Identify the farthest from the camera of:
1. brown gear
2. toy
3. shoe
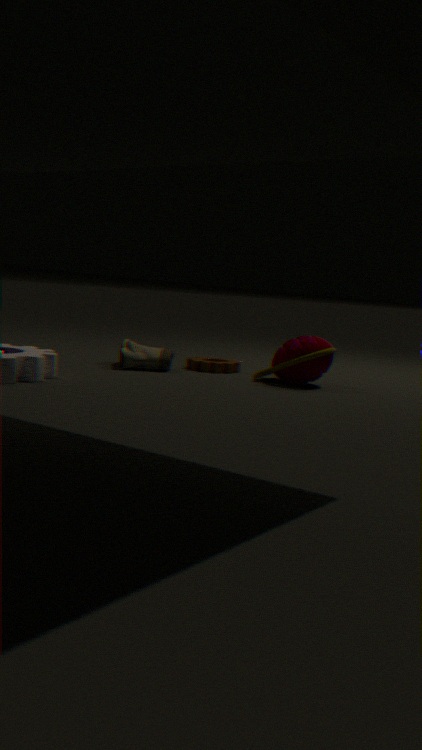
brown gear
